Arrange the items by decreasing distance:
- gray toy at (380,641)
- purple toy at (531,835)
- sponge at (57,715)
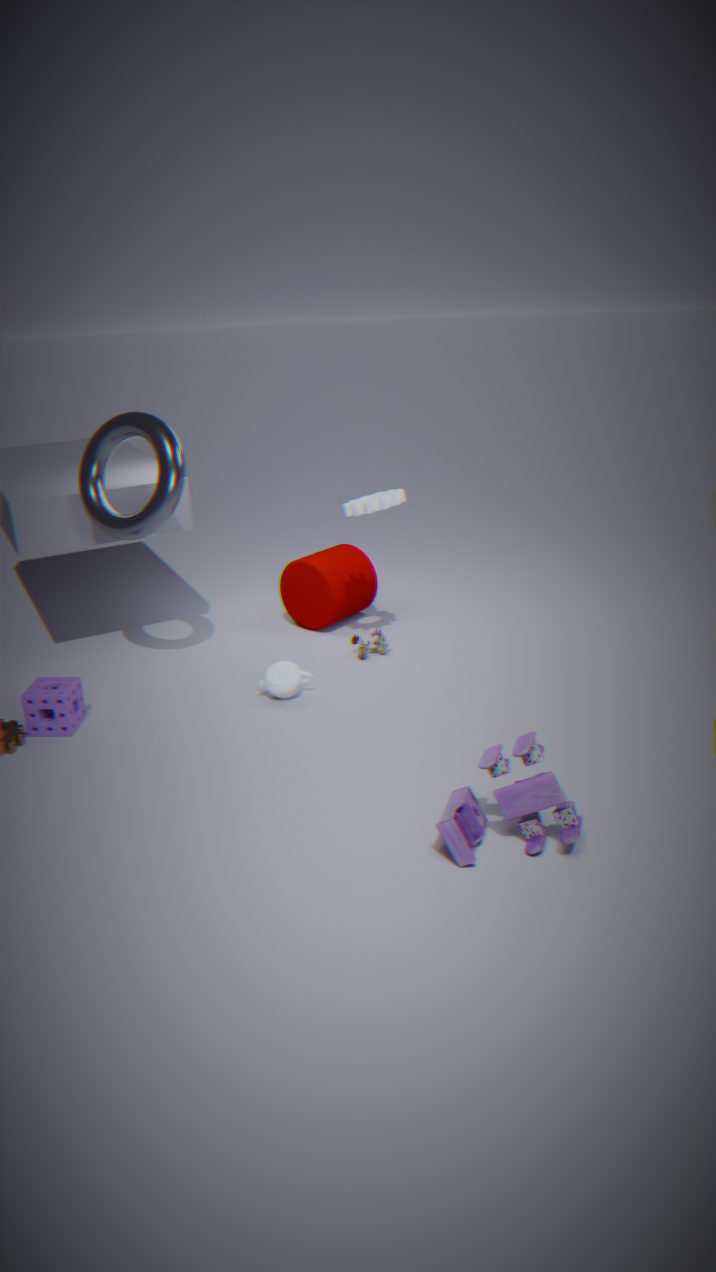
gray toy at (380,641) < sponge at (57,715) < purple toy at (531,835)
